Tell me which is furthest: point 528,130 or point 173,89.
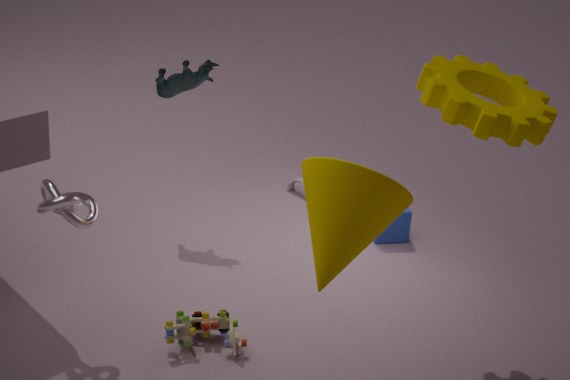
point 173,89
